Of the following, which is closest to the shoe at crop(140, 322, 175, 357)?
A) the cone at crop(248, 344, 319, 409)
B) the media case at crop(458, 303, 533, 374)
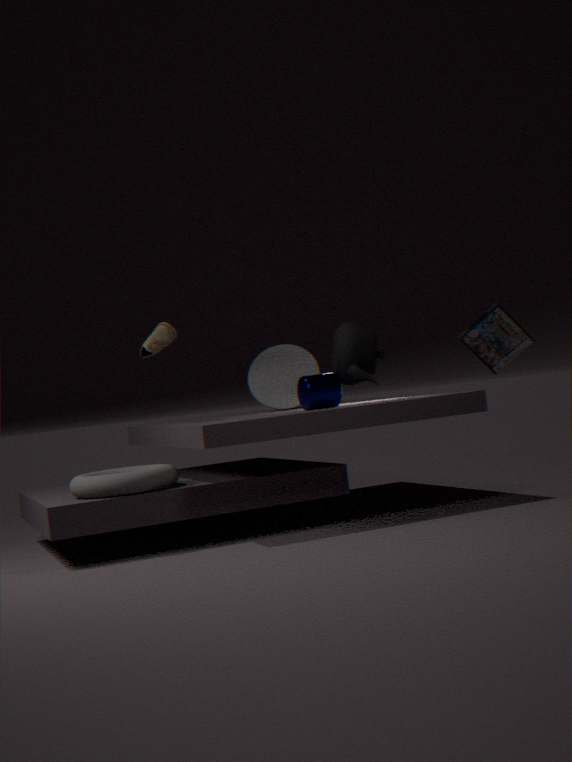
the cone at crop(248, 344, 319, 409)
